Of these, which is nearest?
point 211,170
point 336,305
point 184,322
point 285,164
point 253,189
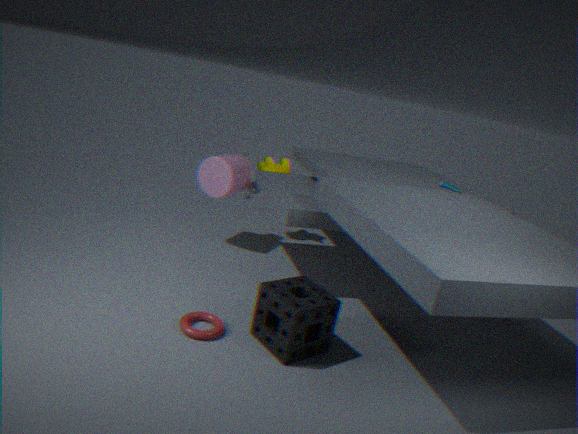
point 336,305
